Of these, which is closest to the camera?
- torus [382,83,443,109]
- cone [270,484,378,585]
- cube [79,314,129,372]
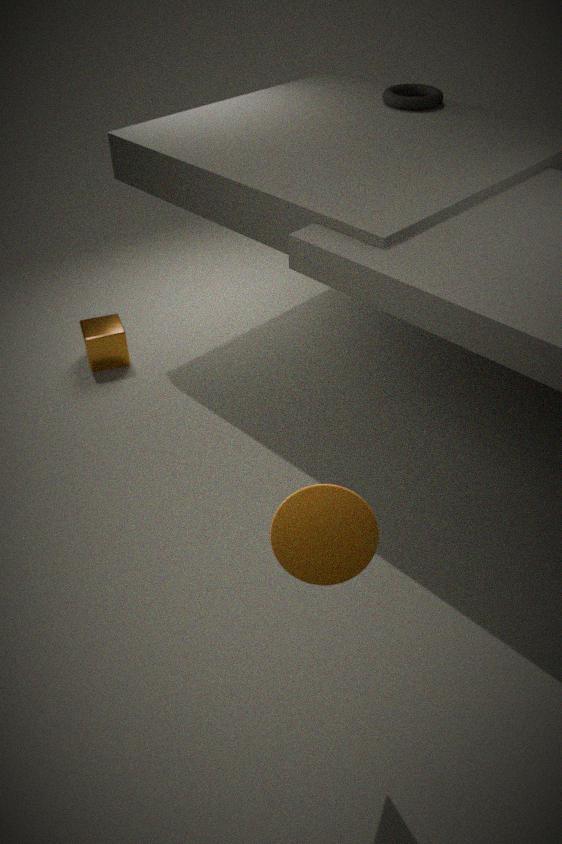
cone [270,484,378,585]
